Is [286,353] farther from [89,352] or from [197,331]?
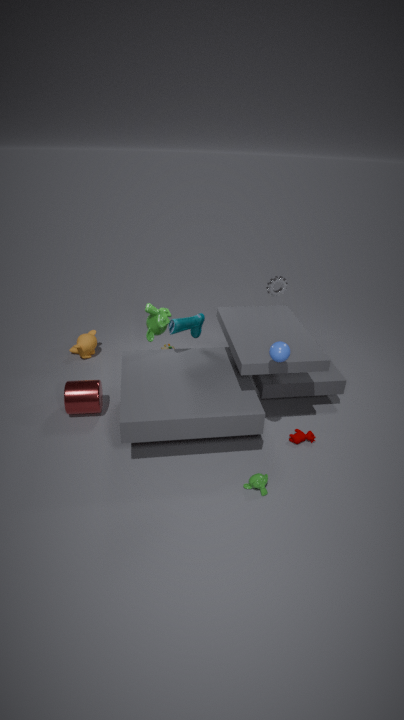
[89,352]
